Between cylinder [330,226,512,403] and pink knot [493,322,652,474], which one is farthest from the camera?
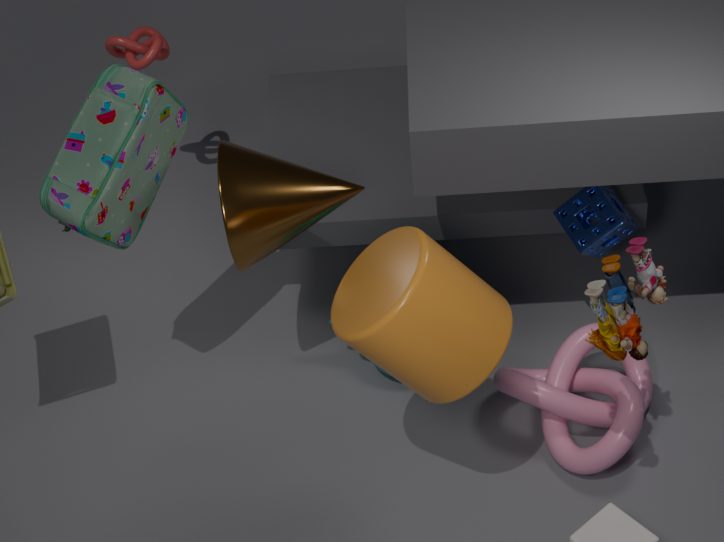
pink knot [493,322,652,474]
